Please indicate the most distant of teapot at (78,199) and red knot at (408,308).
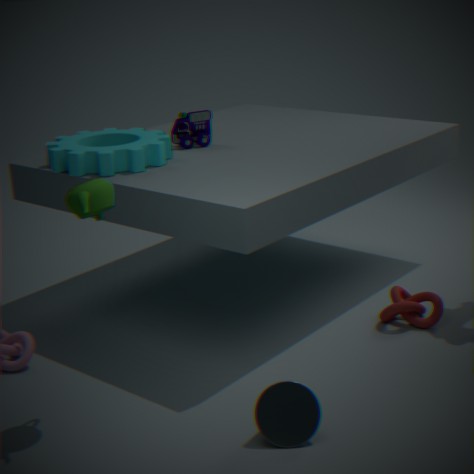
red knot at (408,308)
